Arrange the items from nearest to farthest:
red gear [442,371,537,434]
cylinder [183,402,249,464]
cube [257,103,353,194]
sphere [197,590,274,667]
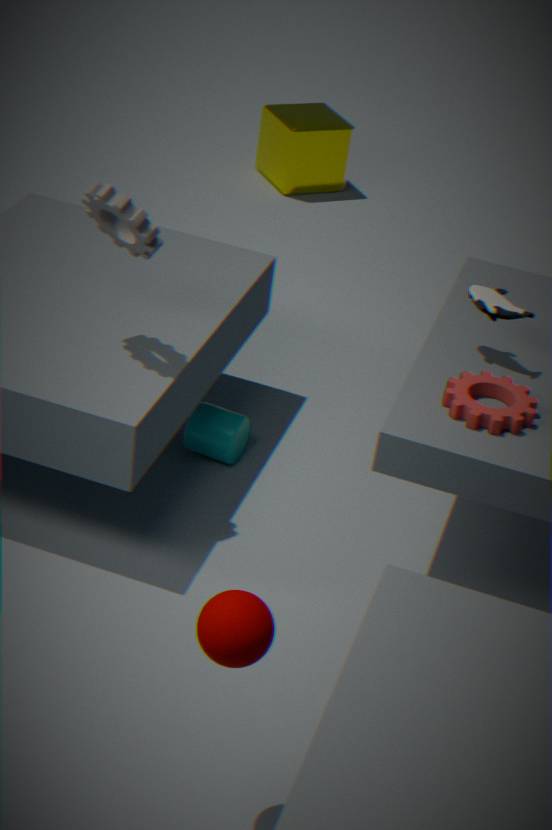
sphere [197,590,274,667] → red gear [442,371,537,434] → cylinder [183,402,249,464] → cube [257,103,353,194]
